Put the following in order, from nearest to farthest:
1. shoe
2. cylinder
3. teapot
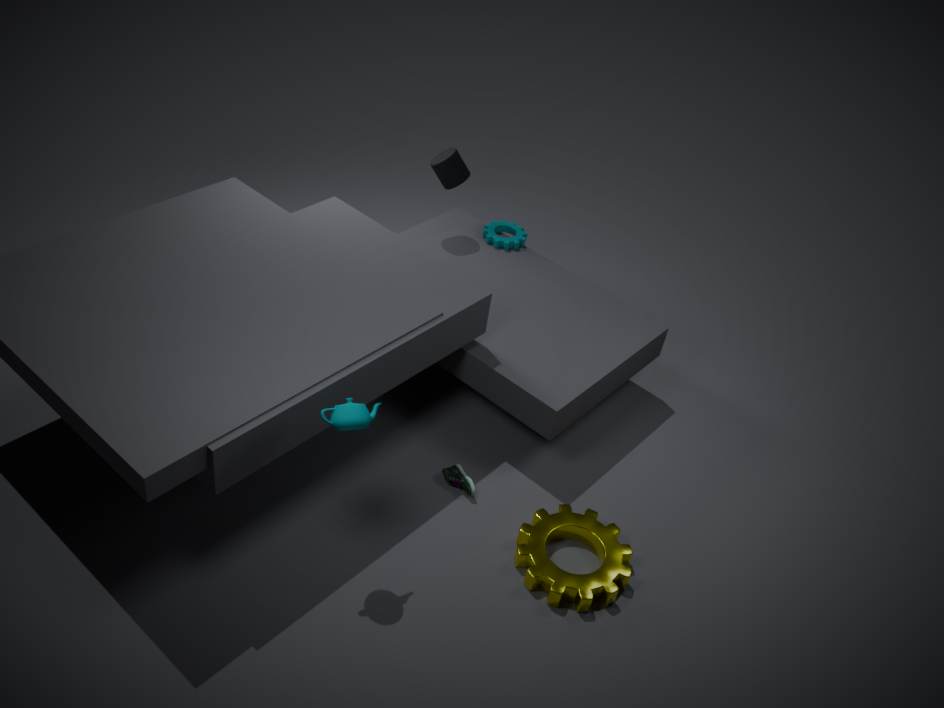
teapot, shoe, cylinder
